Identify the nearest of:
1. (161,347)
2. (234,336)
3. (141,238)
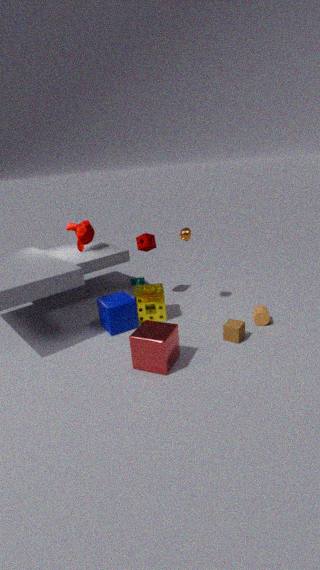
(161,347)
